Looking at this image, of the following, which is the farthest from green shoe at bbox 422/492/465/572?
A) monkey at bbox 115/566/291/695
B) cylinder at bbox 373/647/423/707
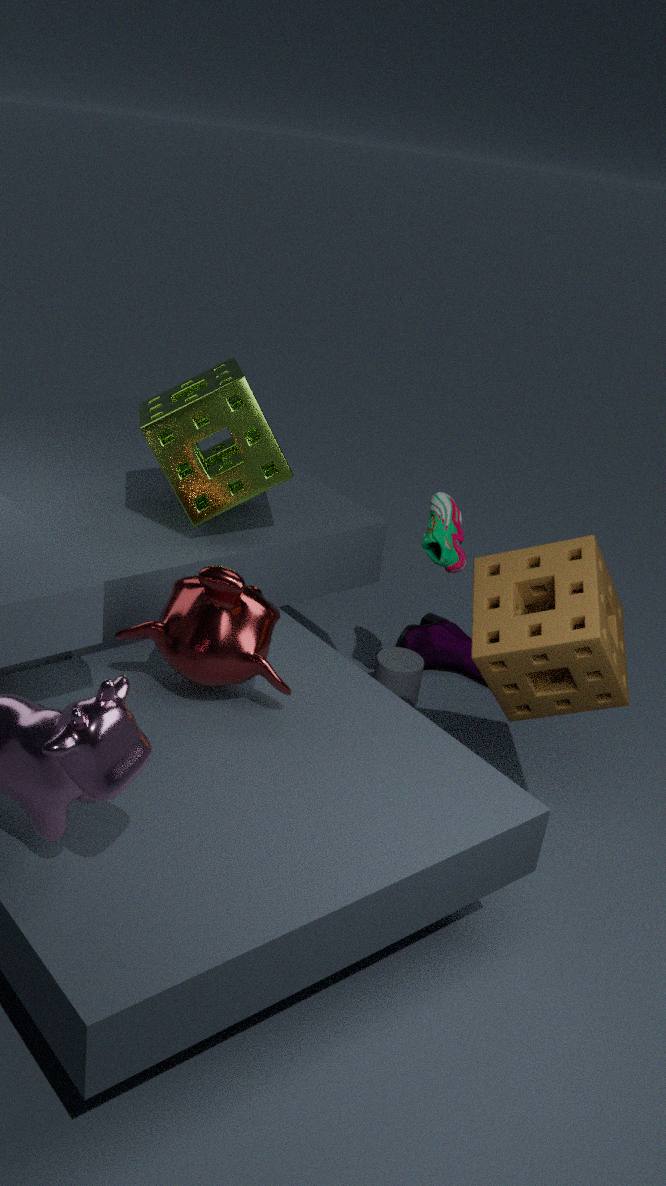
monkey at bbox 115/566/291/695
